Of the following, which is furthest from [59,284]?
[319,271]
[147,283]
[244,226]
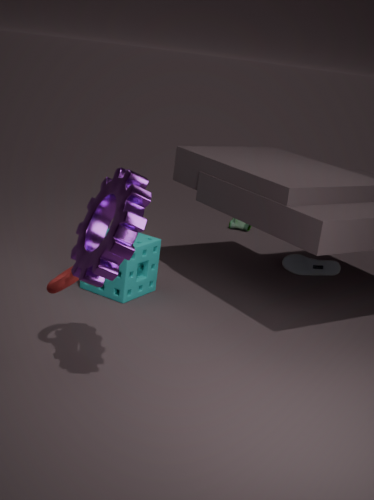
[244,226]
